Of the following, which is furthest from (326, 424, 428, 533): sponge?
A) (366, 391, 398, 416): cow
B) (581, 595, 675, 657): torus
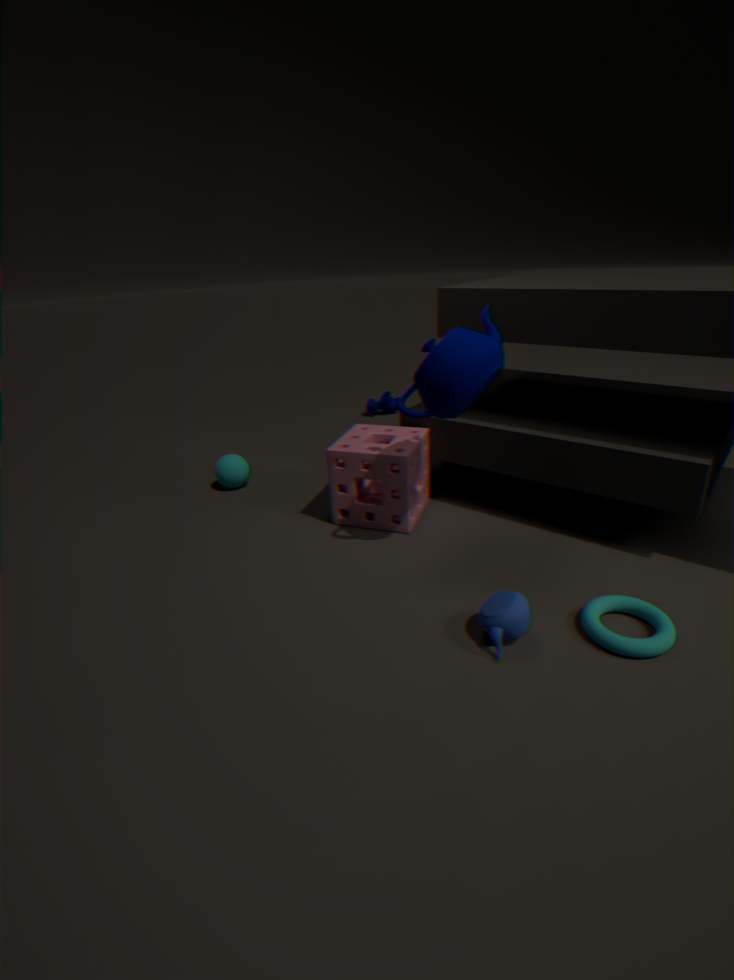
(366, 391, 398, 416): cow
